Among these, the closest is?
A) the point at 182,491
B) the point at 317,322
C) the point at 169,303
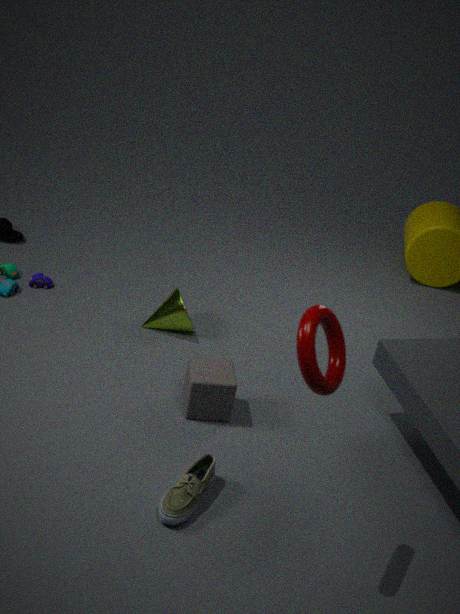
the point at 317,322
